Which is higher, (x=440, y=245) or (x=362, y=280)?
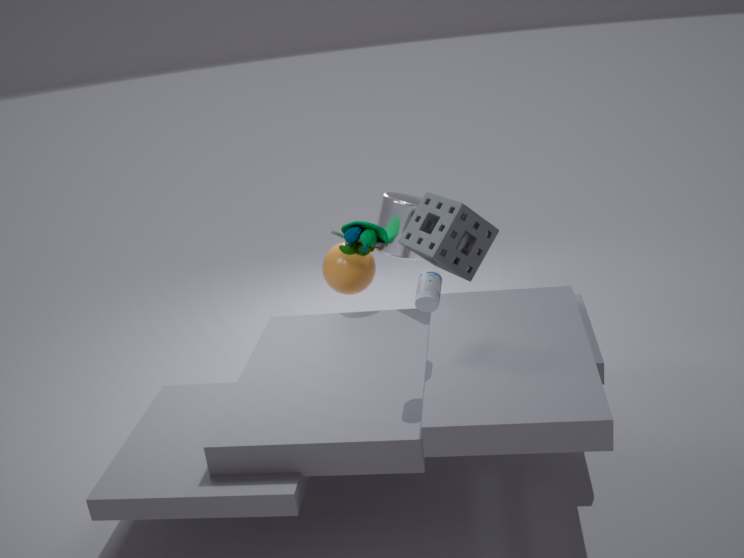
(x=440, y=245)
